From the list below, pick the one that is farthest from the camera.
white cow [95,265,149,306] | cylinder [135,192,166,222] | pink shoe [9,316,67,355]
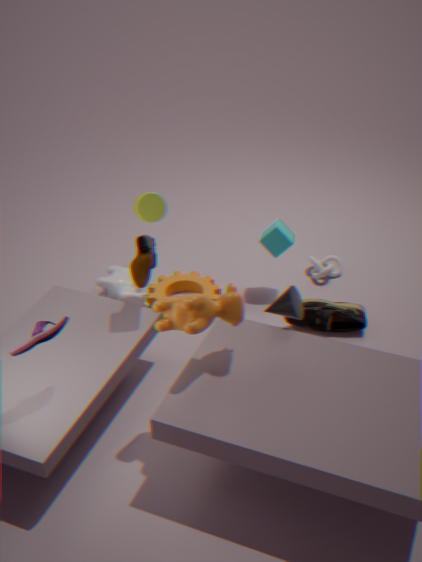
white cow [95,265,149,306]
